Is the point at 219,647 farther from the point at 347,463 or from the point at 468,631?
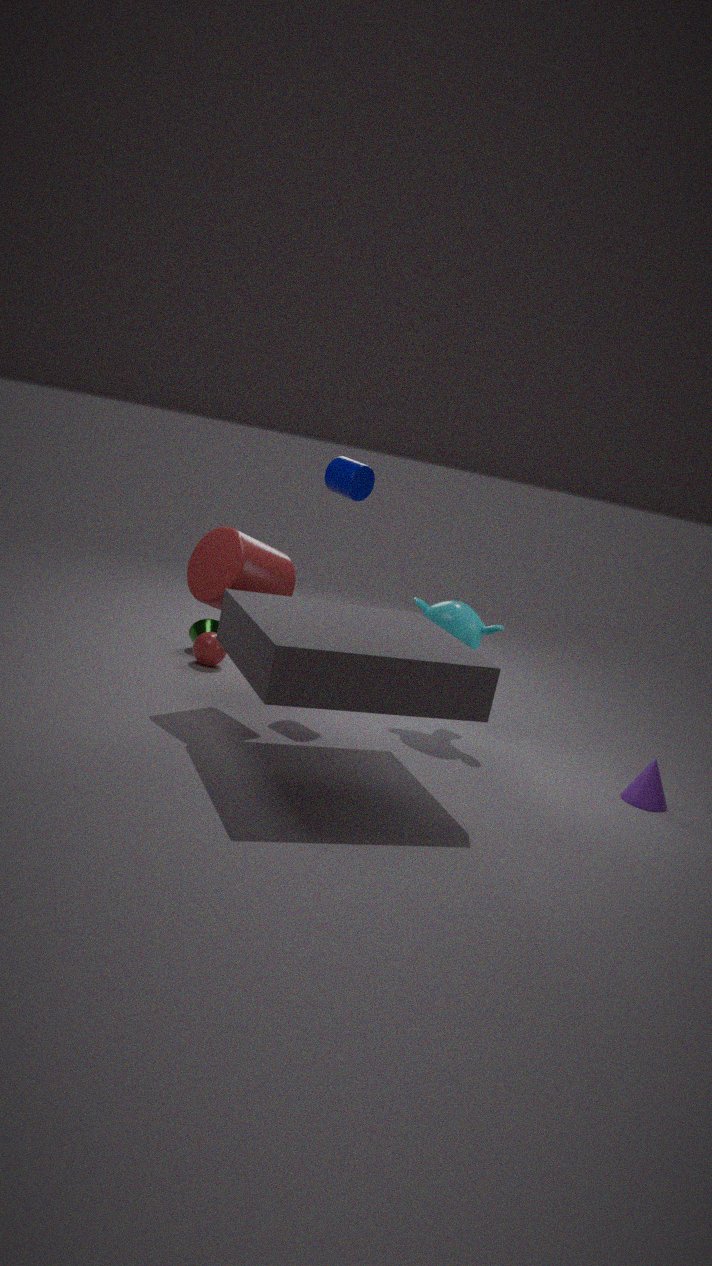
the point at 468,631
